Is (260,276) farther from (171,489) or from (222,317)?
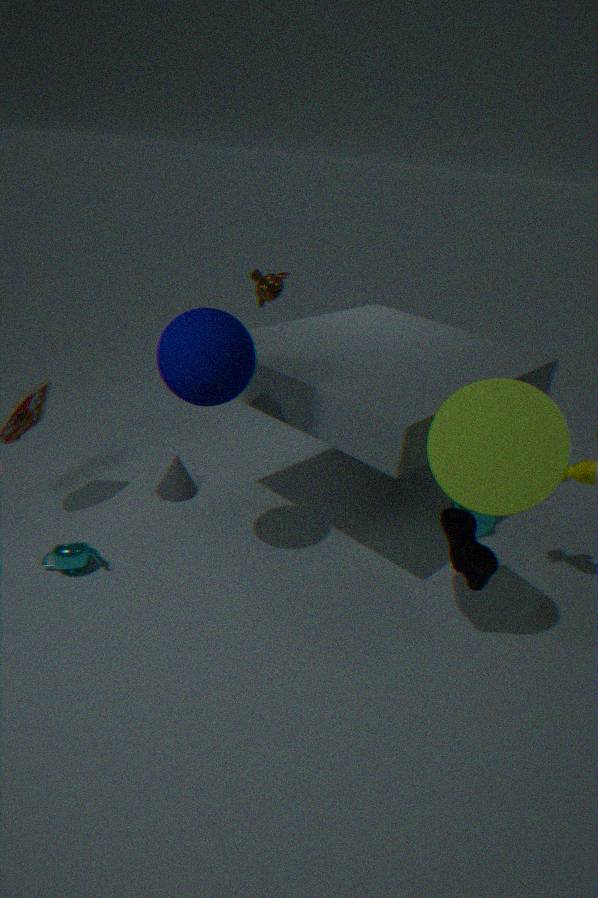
(222,317)
